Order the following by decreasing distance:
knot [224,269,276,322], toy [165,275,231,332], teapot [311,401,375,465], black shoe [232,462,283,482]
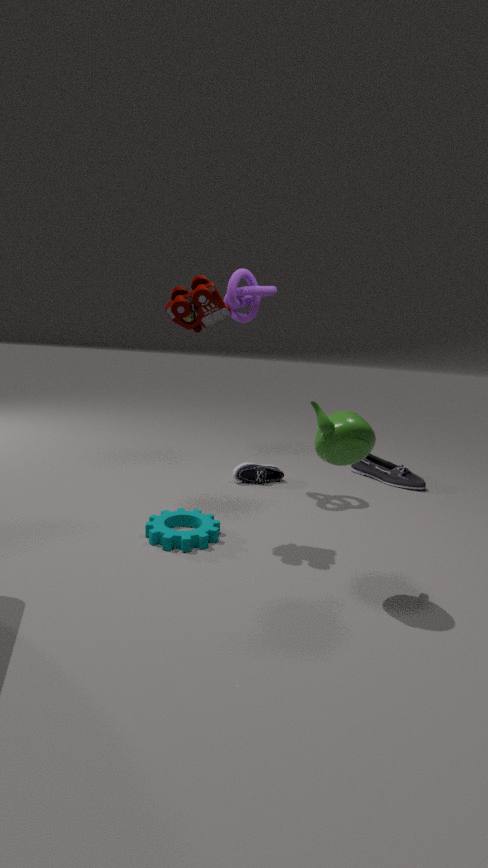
black shoe [232,462,283,482], knot [224,269,276,322], toy [165,275,231,332], teapot [311,401,375,465]
